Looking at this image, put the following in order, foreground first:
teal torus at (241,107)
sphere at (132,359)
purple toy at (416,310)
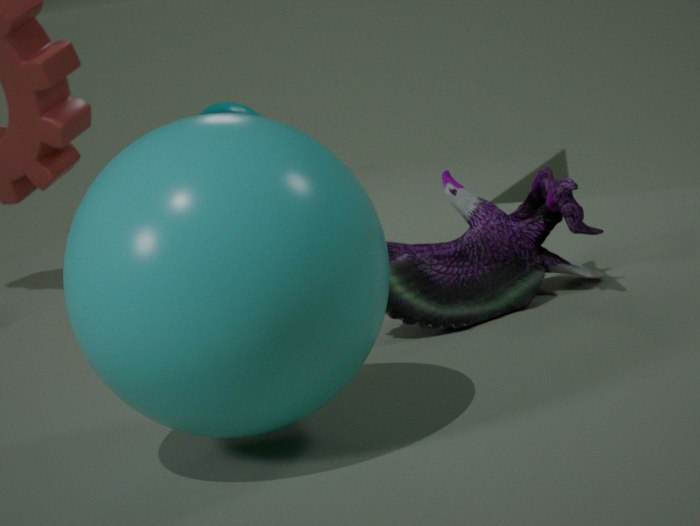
1. sphere at (132,359)
2. purple toy at (416,310)
3. teal torus at (241,107)
